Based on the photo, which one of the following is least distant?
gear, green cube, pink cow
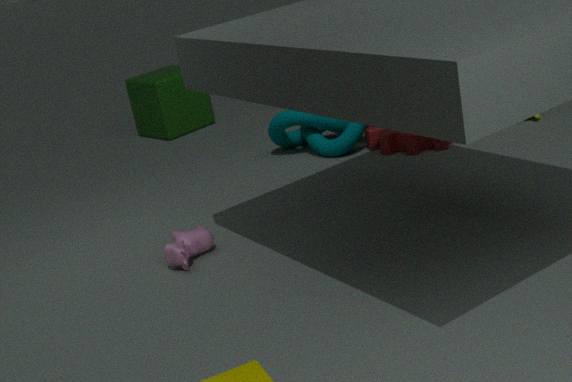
pink cow
